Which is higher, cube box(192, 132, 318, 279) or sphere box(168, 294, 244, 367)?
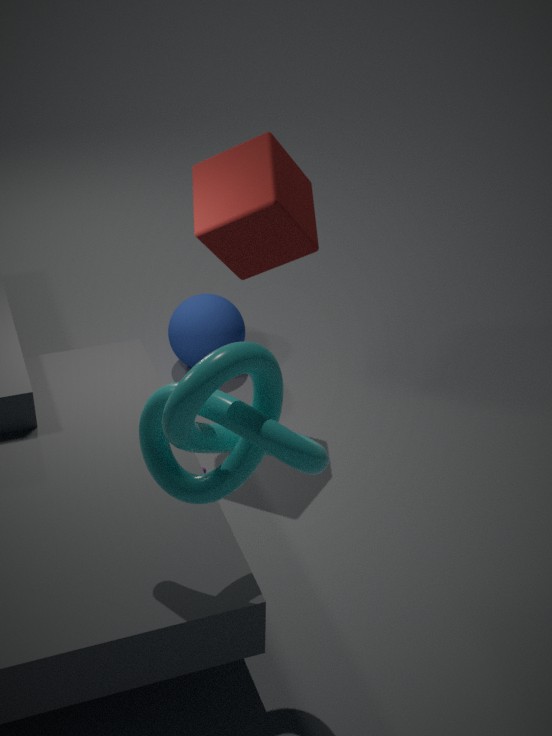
cube box(192, 132, 318, 279)
